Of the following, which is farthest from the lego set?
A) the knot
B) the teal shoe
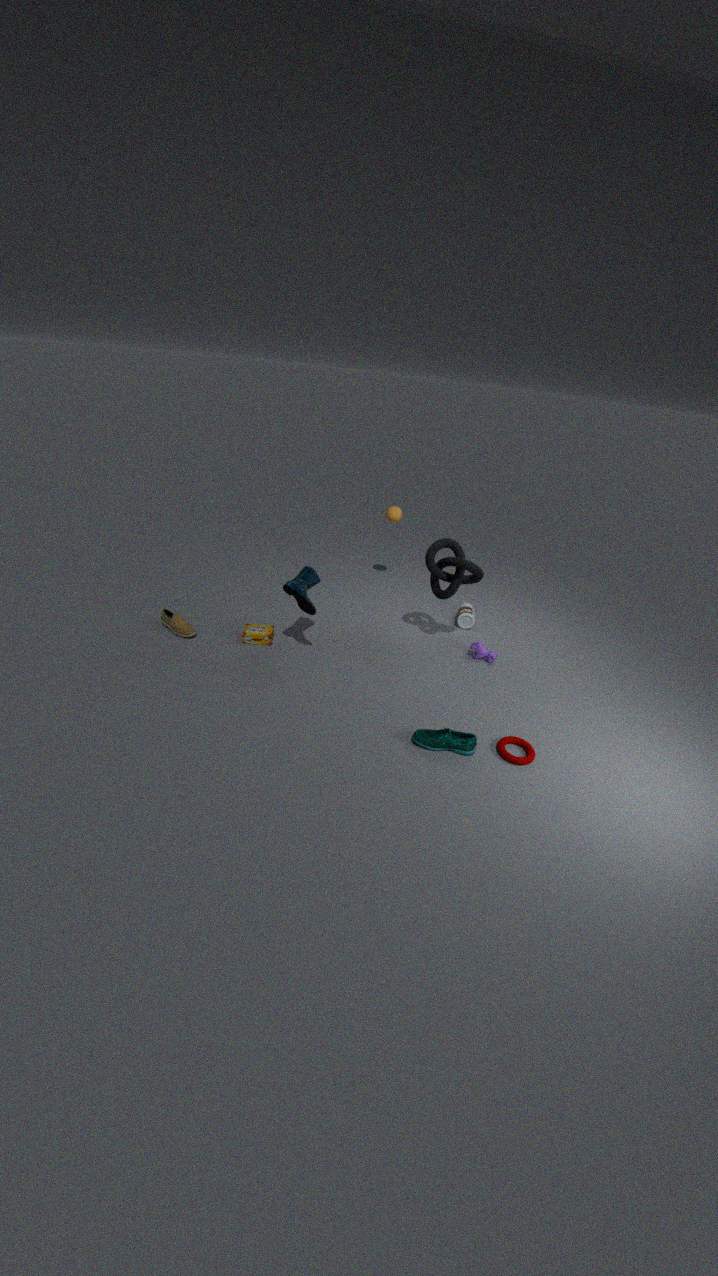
the teal shoe
